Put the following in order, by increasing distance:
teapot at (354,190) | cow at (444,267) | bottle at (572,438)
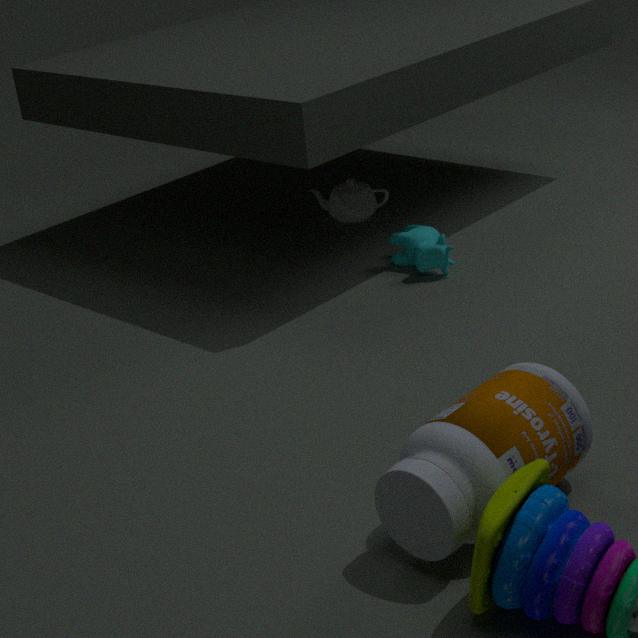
bottle at (572,438) < cow at (444,267) < teapot at (354,190)
